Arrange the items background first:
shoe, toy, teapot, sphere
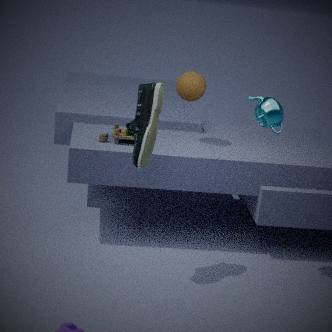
sphere < toy < teapot < shoe
